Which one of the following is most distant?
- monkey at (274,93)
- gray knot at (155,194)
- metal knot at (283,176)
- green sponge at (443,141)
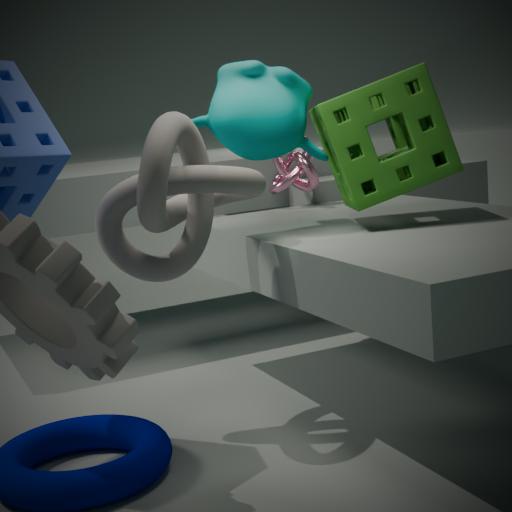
metal knot at (283,176)
